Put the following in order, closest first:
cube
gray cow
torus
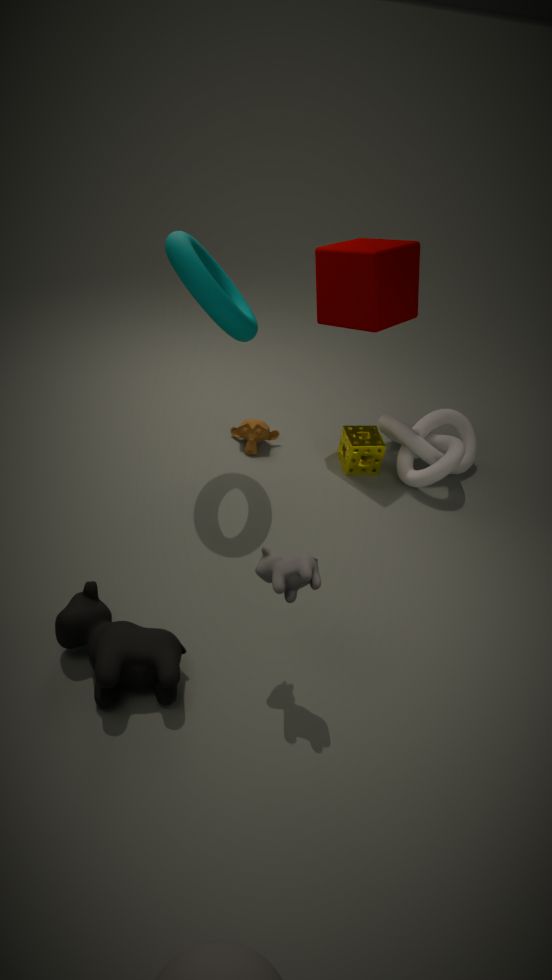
gray cow
torus
cube
